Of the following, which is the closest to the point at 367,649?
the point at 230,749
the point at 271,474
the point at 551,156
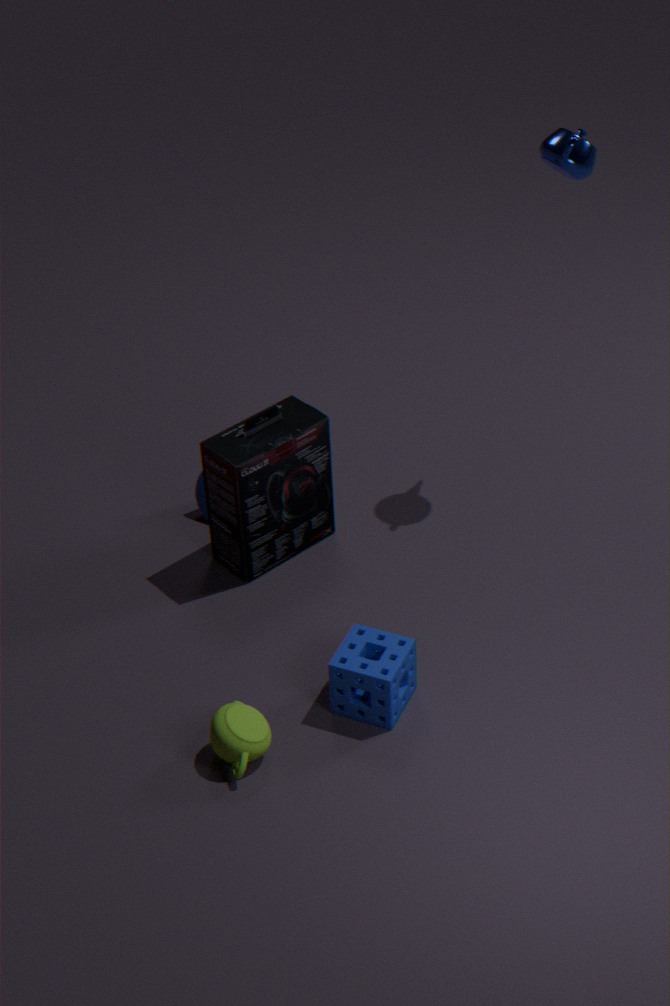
the point at 230,749
